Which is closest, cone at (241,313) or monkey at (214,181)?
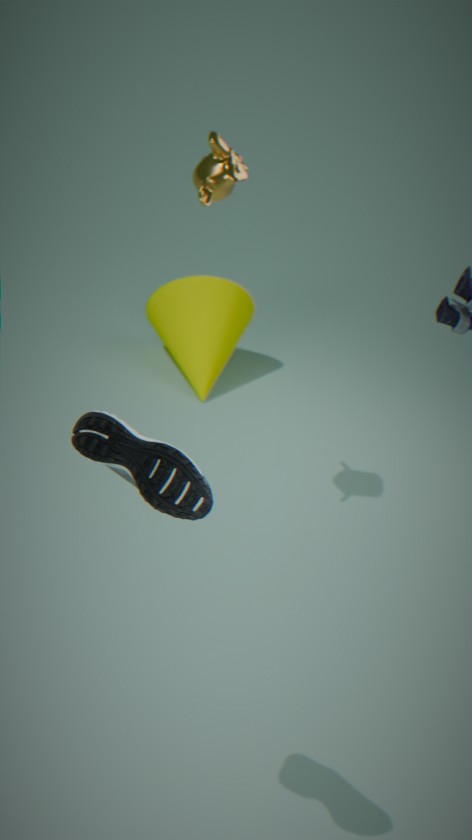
monkey at (214,181)
